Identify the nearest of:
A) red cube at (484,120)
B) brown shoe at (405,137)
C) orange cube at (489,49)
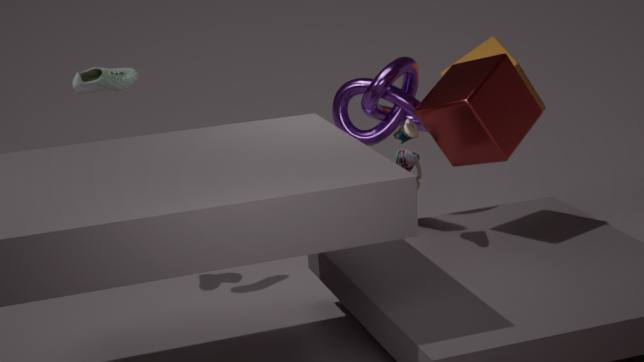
red cube at (484,120)
